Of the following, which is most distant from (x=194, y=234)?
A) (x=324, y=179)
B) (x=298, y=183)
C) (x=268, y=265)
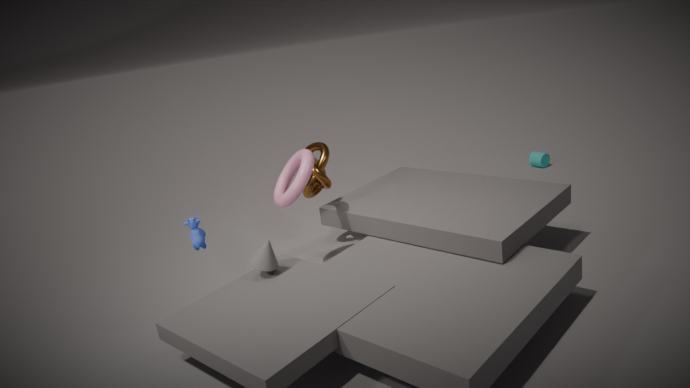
(x=324, y=179)
